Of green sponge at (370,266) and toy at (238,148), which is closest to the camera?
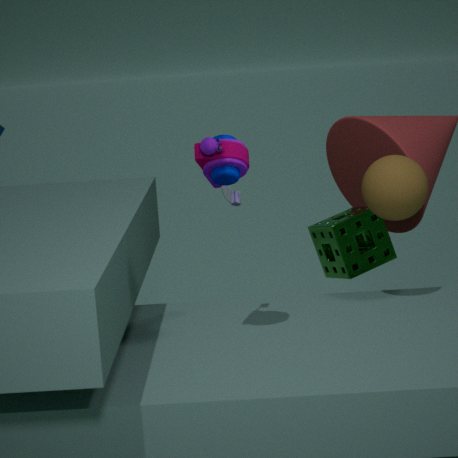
toy at (238,148)
